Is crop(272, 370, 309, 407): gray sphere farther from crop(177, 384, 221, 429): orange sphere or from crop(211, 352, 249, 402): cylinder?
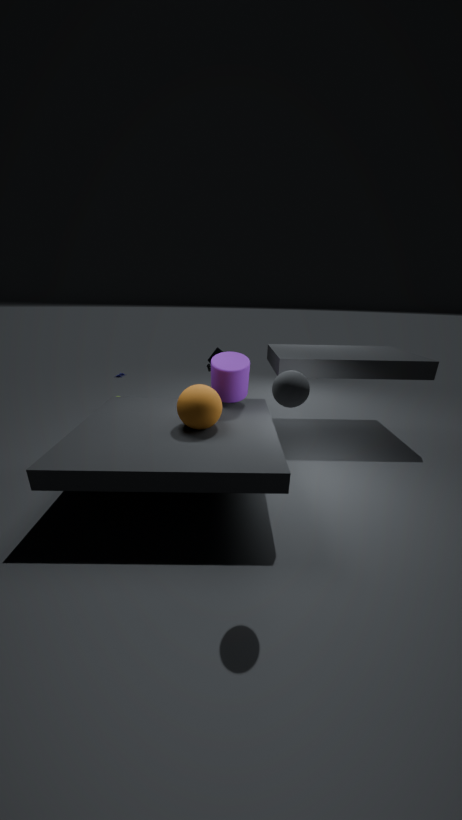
crop(211, 352, 249, 402): cylinder
